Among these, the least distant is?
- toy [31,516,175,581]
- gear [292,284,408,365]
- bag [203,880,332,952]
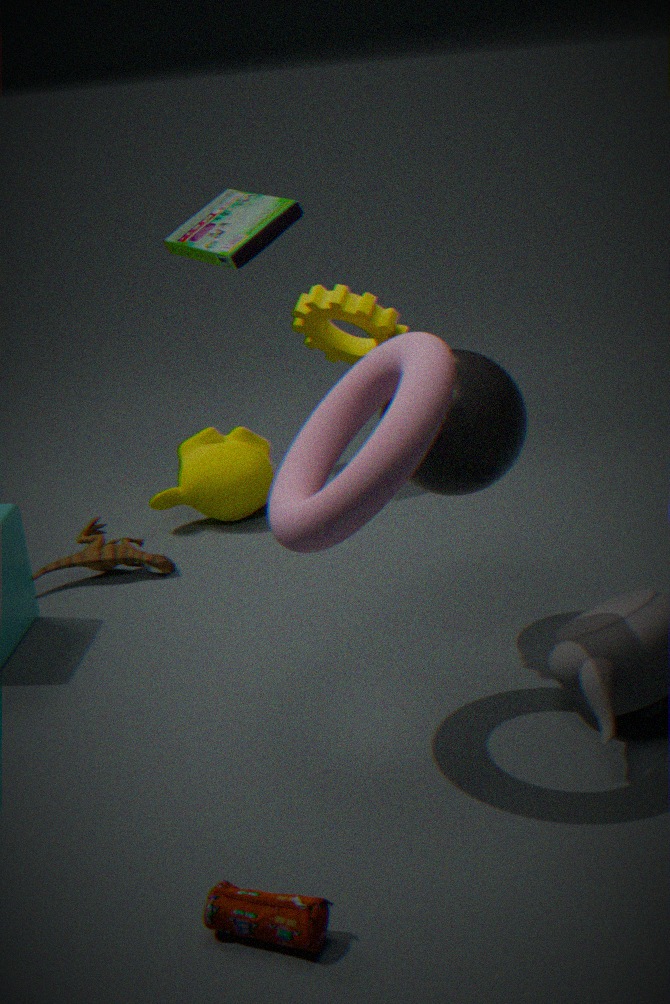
bag [203,880,332,952]
